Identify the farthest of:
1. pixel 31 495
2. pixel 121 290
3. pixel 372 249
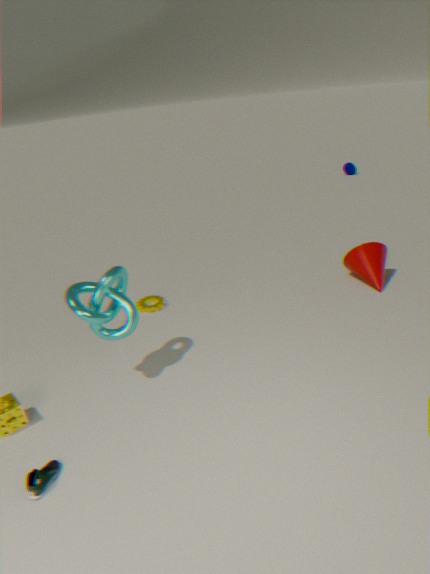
pixel 372 249
